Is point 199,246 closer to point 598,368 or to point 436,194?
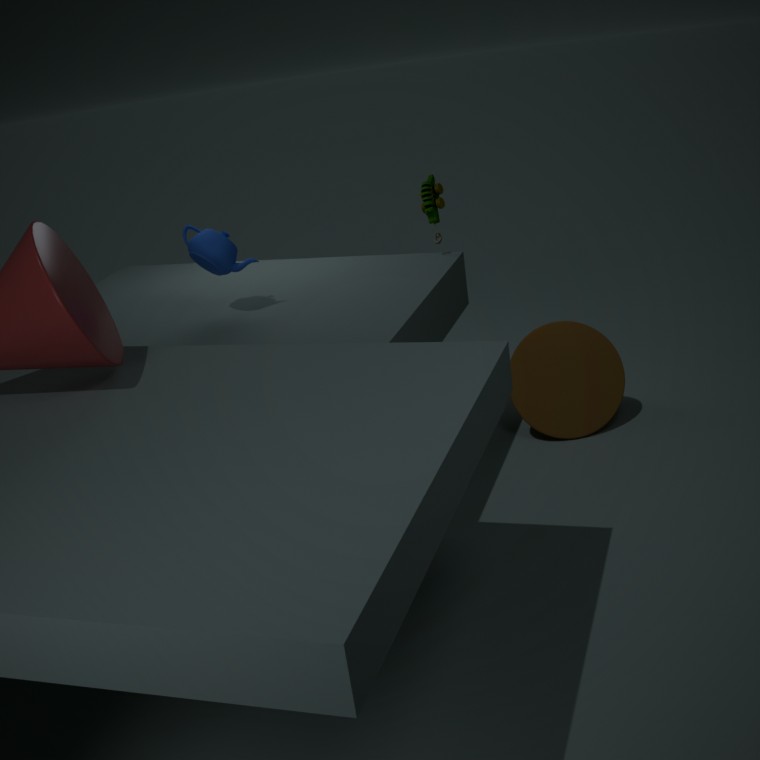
point 436,194
